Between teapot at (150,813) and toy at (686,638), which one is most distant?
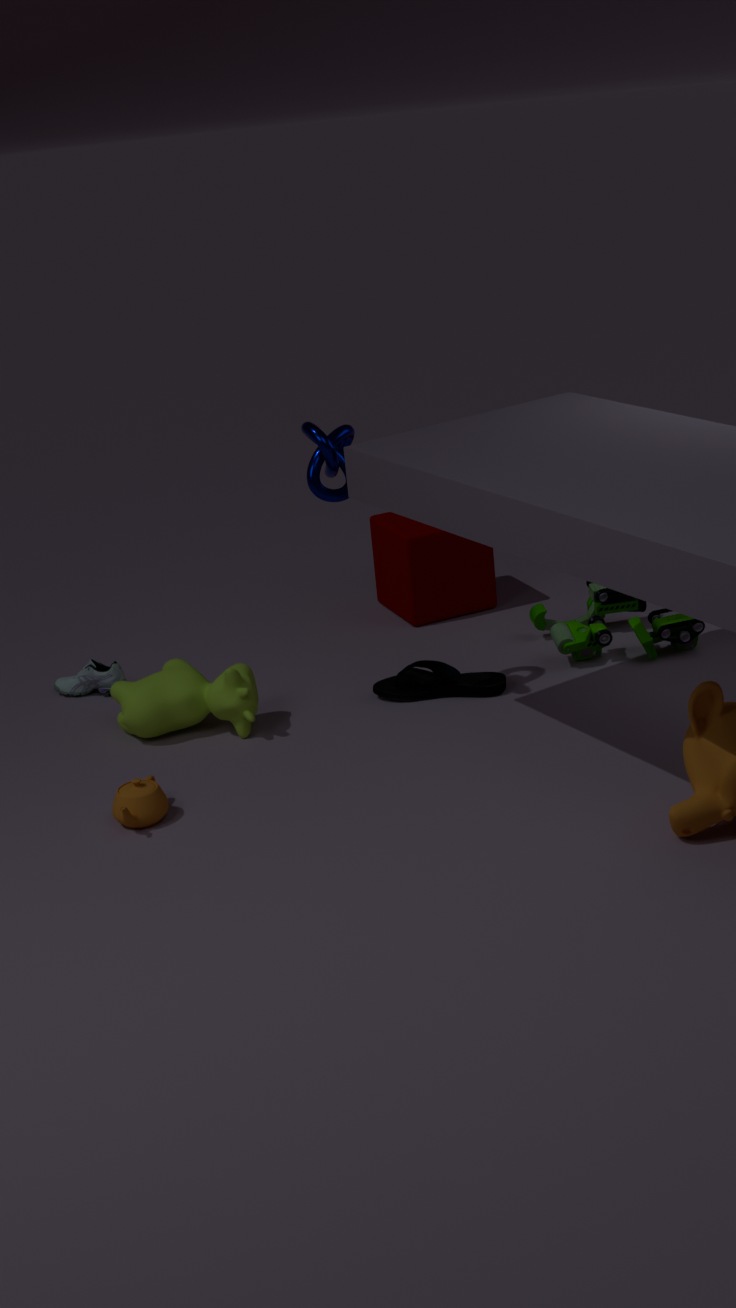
toy at (686,638)
